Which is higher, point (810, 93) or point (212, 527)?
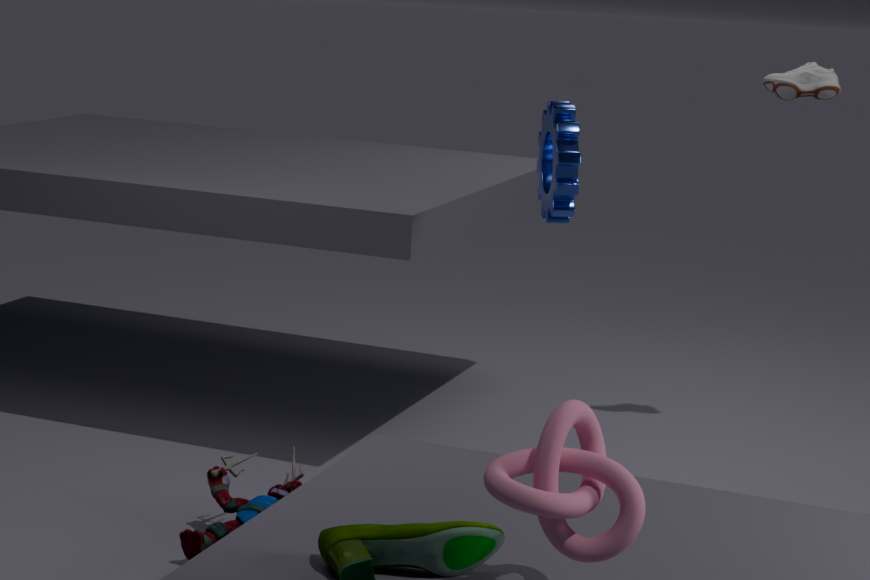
point (810, 93)
